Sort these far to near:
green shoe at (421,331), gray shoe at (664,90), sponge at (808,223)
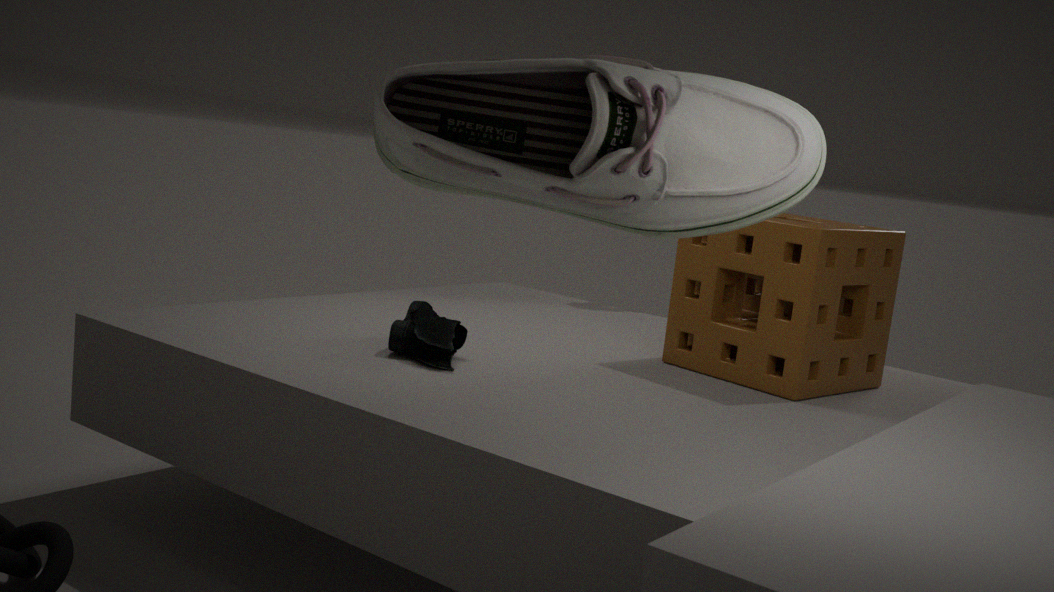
sponge at (808,223) < green shoe at (421,331) < gray shoe at (664,90)
